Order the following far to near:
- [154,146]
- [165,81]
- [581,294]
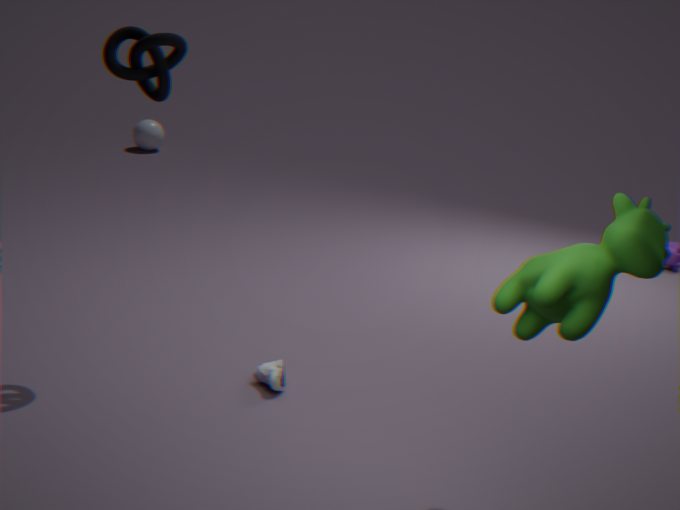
[154,146] < [165,81] < [581,294]
